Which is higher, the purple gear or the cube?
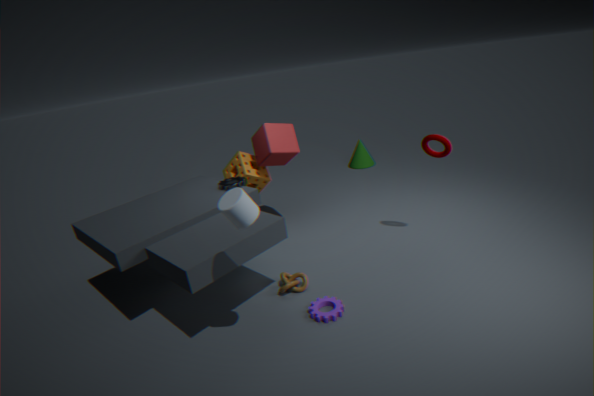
the cube
